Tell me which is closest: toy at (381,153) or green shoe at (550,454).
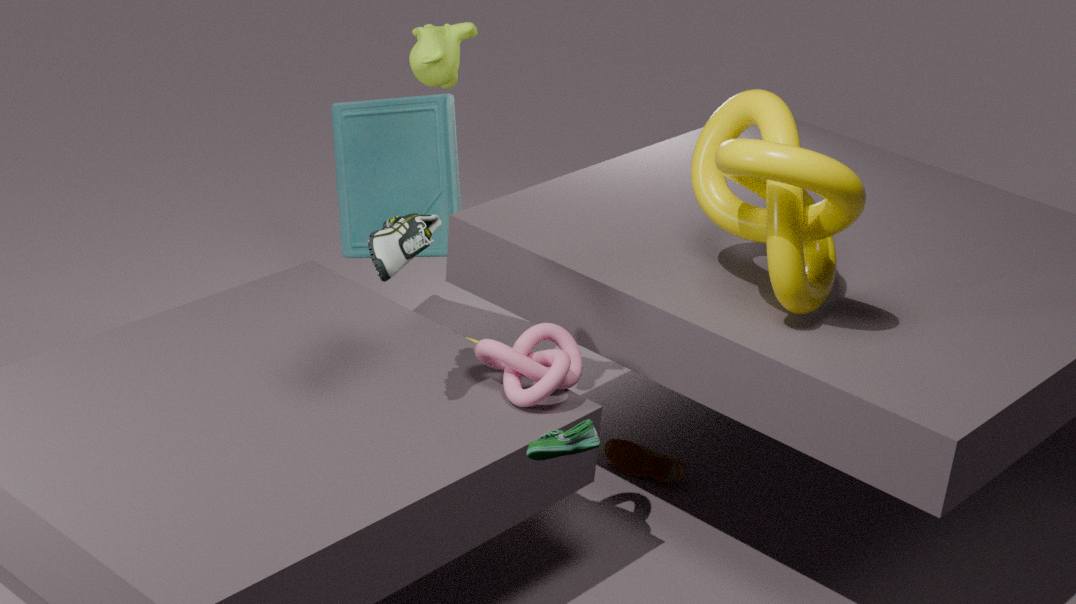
green shoe at (550,454)
